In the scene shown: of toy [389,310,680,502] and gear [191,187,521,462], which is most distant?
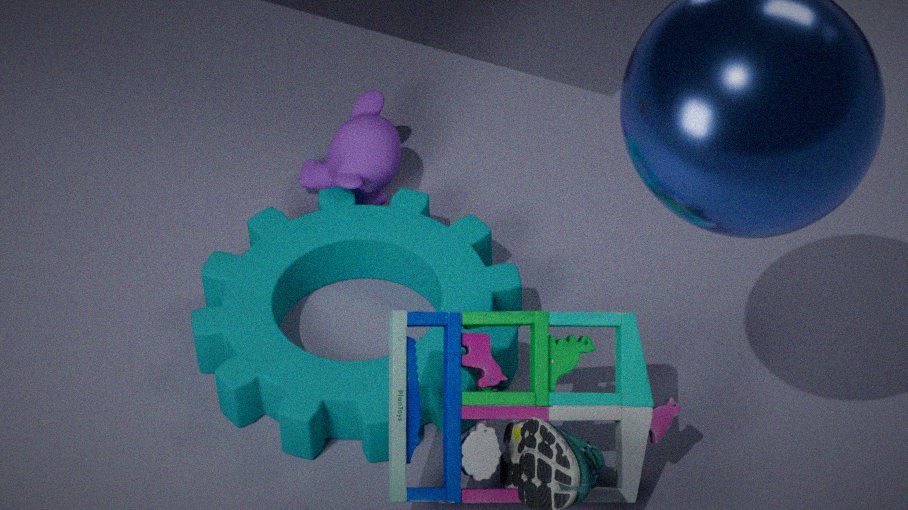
gear [191,187,521,462]
